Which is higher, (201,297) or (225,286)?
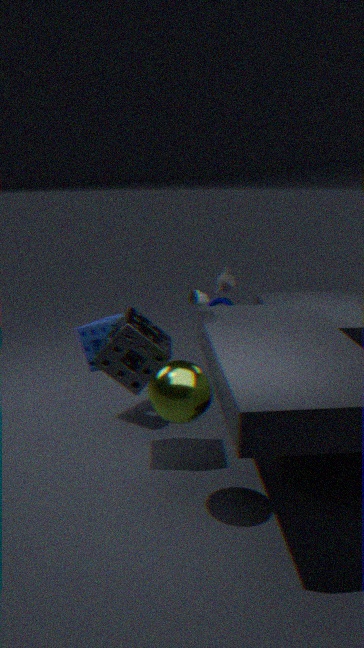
(201,297)
